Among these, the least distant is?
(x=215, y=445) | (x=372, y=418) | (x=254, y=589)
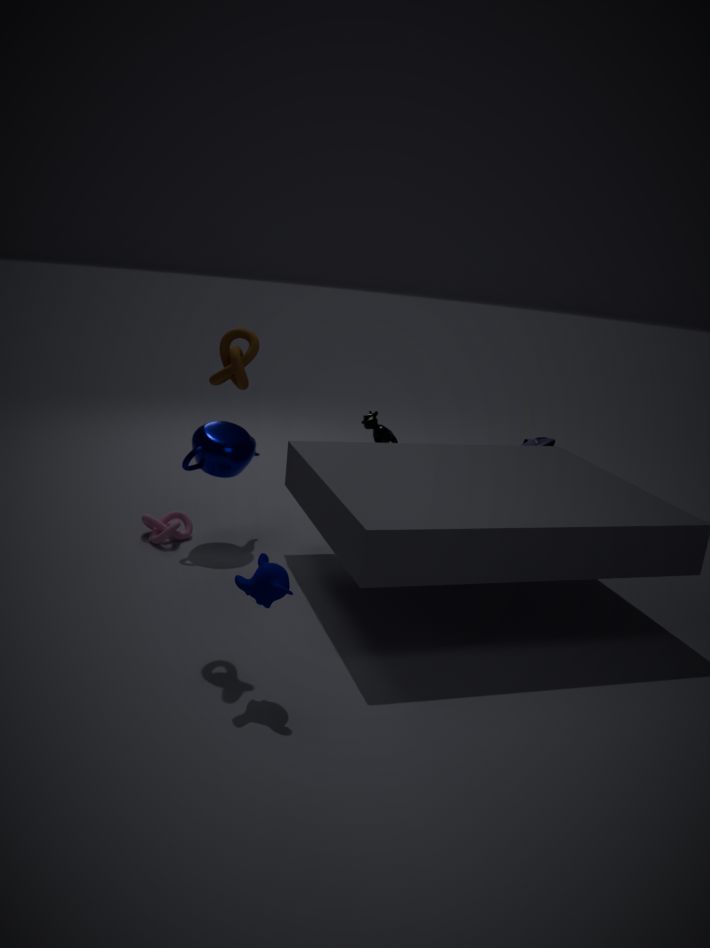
(x=254, y=589)
